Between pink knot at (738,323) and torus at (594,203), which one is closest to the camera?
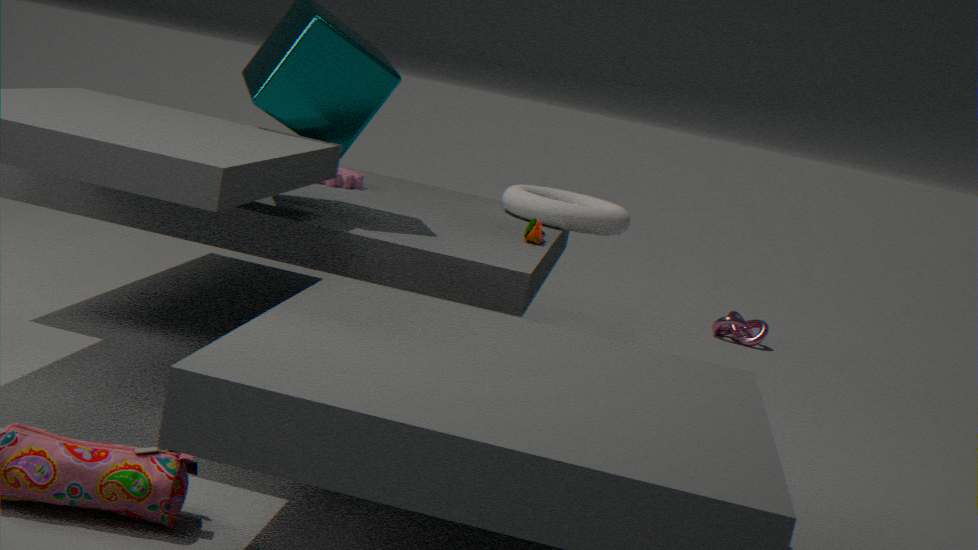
torus at (594,203)
